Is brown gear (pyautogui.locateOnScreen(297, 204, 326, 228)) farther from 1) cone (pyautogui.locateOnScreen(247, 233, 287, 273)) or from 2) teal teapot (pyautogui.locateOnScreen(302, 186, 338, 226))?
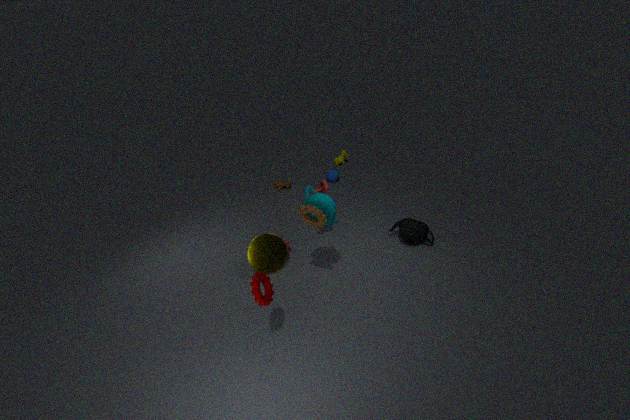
1) cone (pyautogui.locateOnScreen(247, 233, 287, 273))
